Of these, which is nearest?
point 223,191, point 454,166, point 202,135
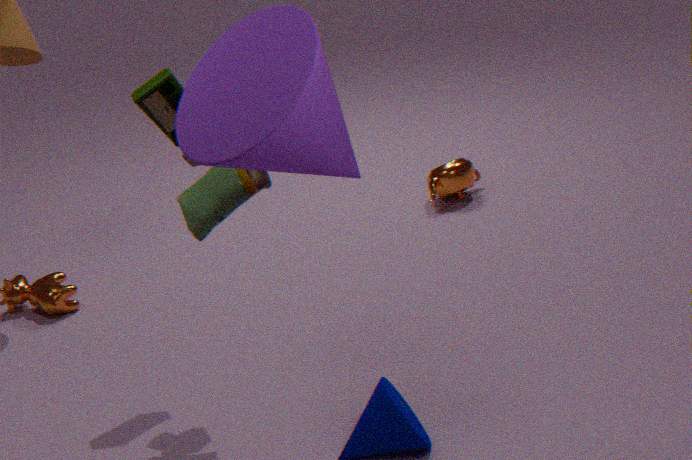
point 202,135
